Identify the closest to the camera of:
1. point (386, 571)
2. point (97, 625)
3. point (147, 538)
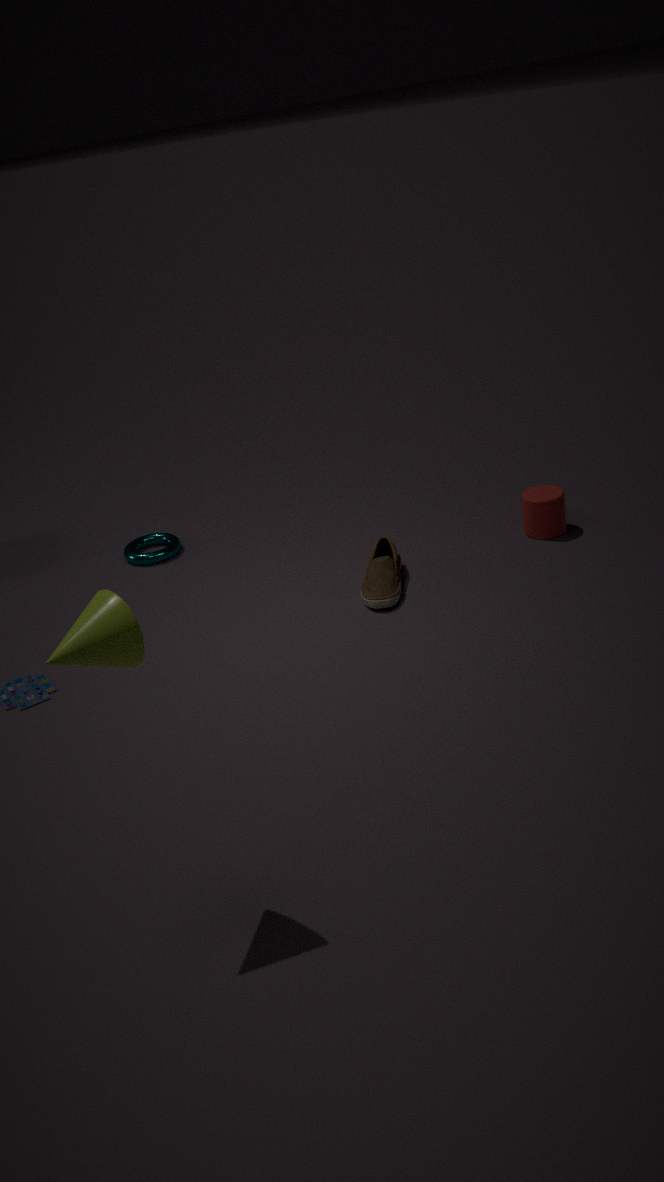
point (97, 625)
